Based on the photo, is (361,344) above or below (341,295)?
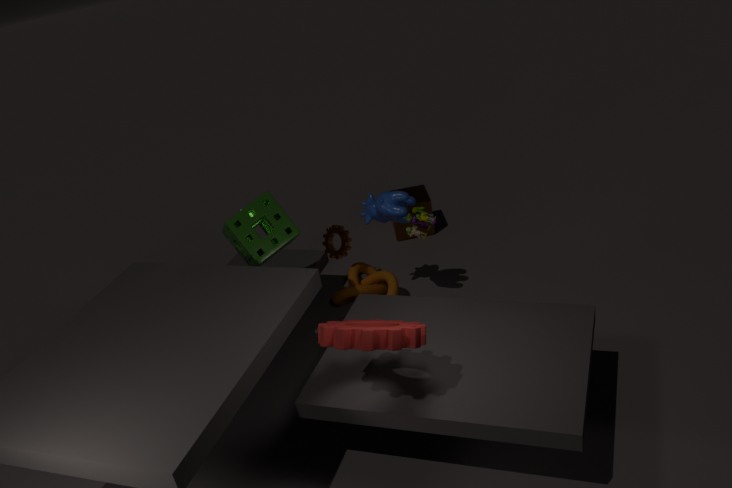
above
